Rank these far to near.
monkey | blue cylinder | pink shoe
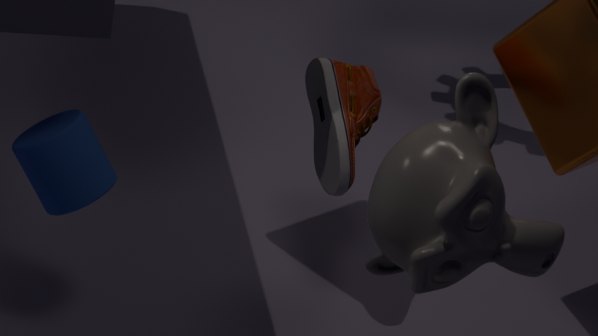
pink shoe
blue cylinder
monkey
